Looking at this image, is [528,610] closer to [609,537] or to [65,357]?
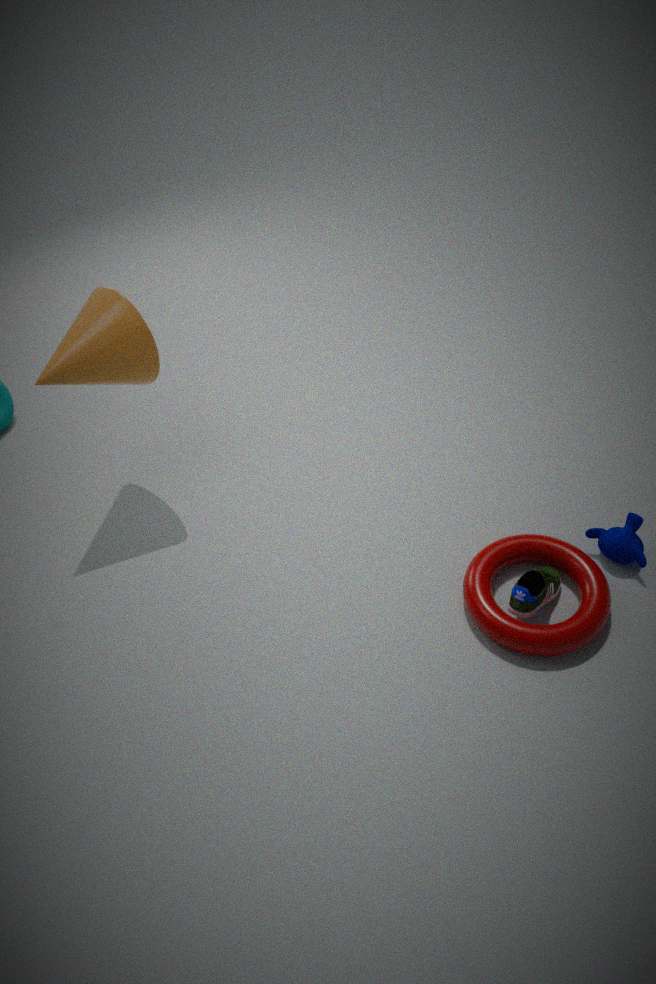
[609,537]
